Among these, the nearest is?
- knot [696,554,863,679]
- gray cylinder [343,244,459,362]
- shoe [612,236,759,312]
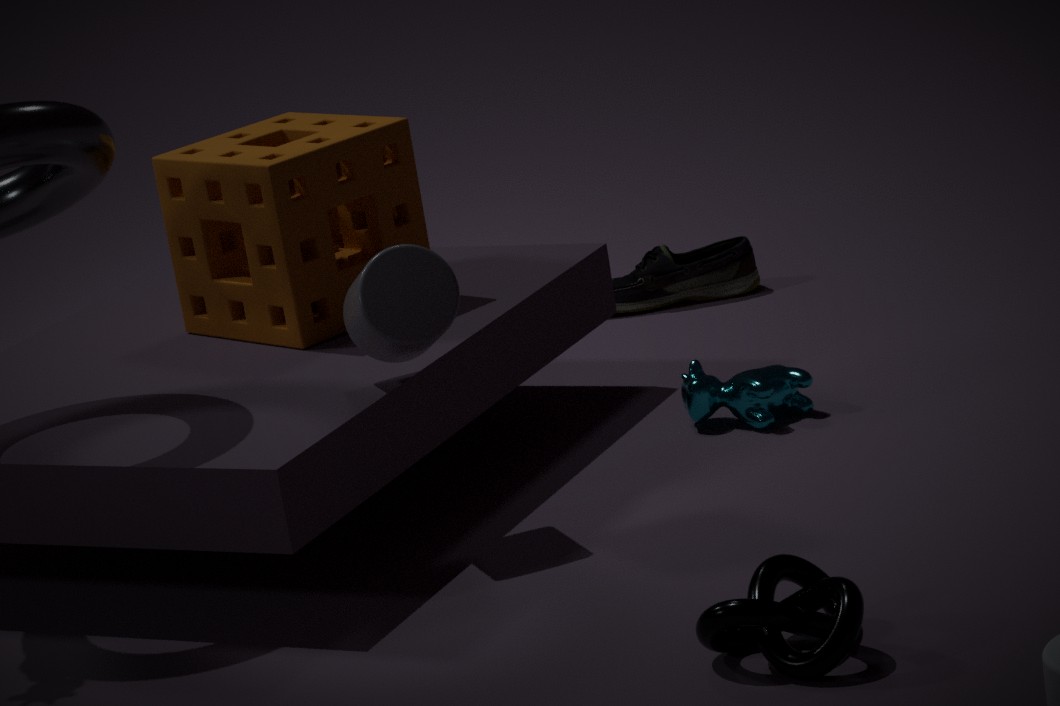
knot [696,554,863,679]
